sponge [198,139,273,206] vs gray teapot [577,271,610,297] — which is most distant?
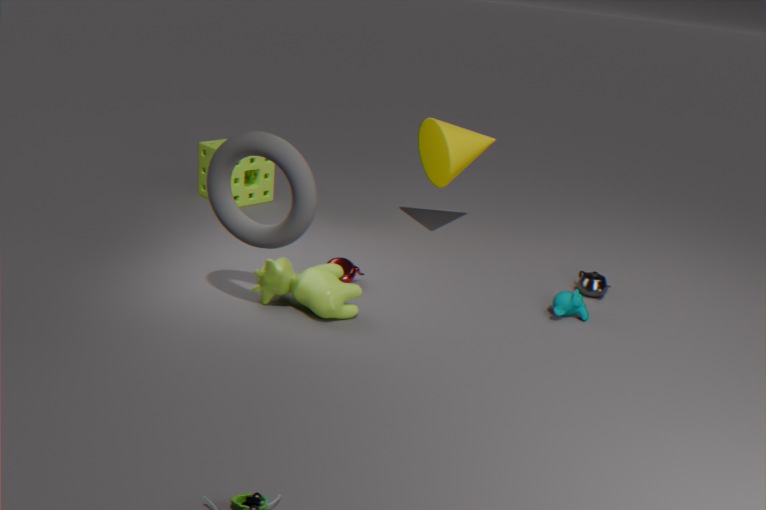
sponge [198,139,273,206]
